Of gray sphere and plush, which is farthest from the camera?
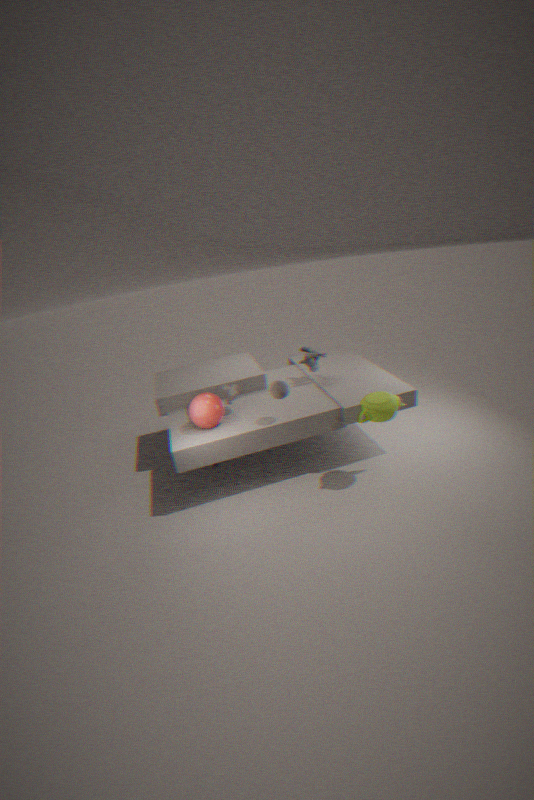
plush
